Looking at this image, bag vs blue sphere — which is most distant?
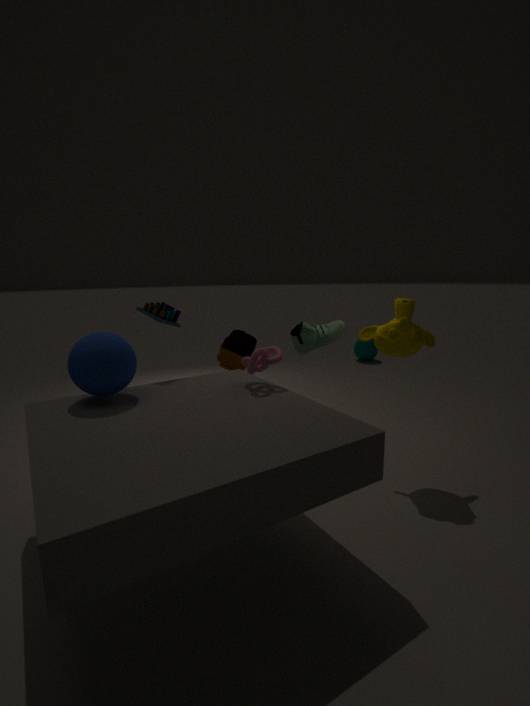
bag
